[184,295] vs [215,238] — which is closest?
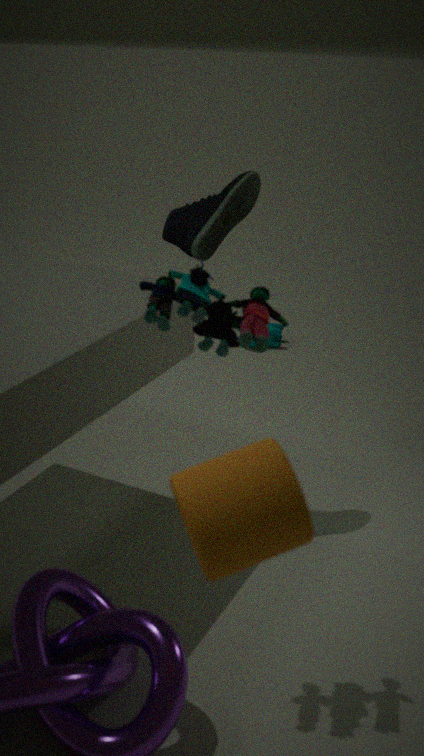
[184,295]
